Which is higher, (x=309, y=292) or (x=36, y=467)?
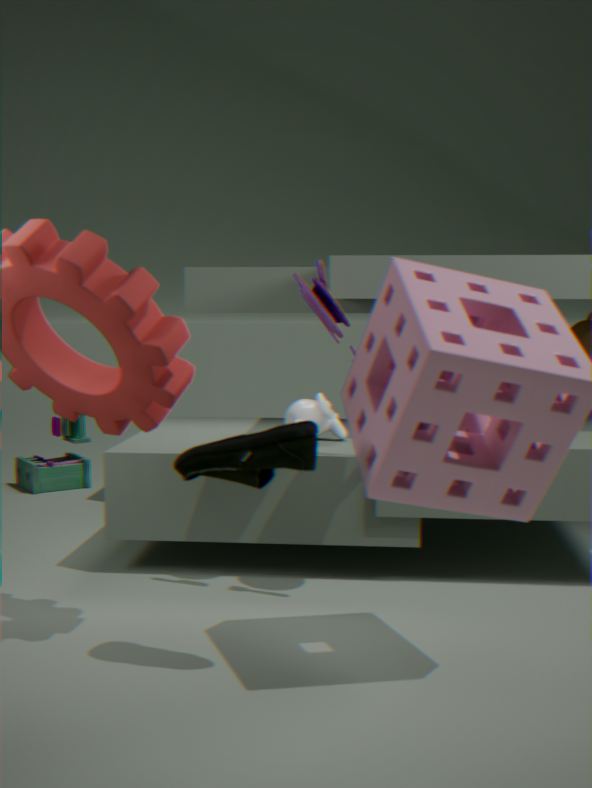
(x=309, y=292)
